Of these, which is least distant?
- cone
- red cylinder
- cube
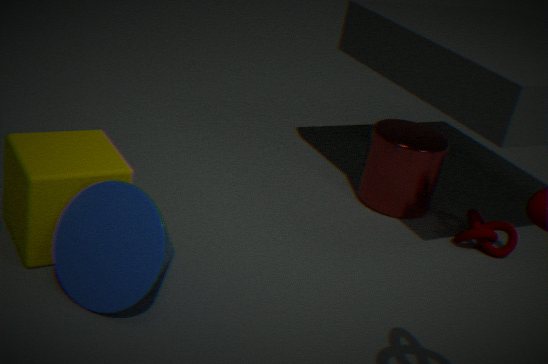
cone
